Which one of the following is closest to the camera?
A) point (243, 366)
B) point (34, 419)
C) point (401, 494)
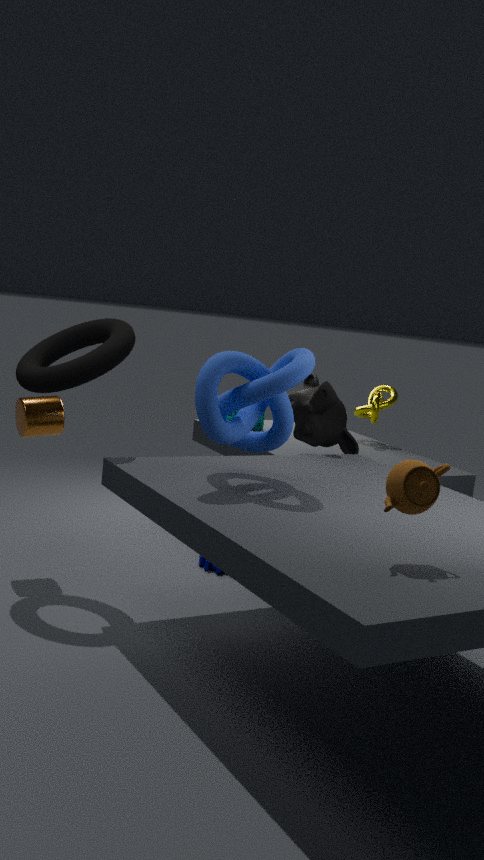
point (401, 494)
